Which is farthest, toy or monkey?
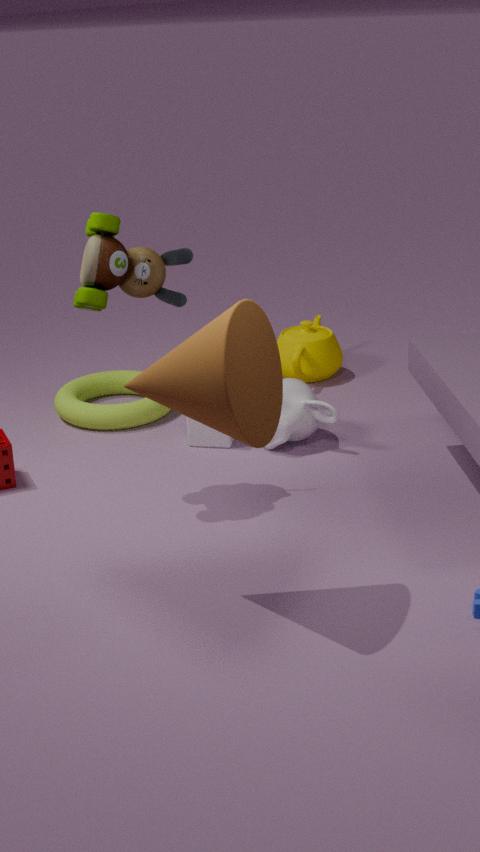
monkey
